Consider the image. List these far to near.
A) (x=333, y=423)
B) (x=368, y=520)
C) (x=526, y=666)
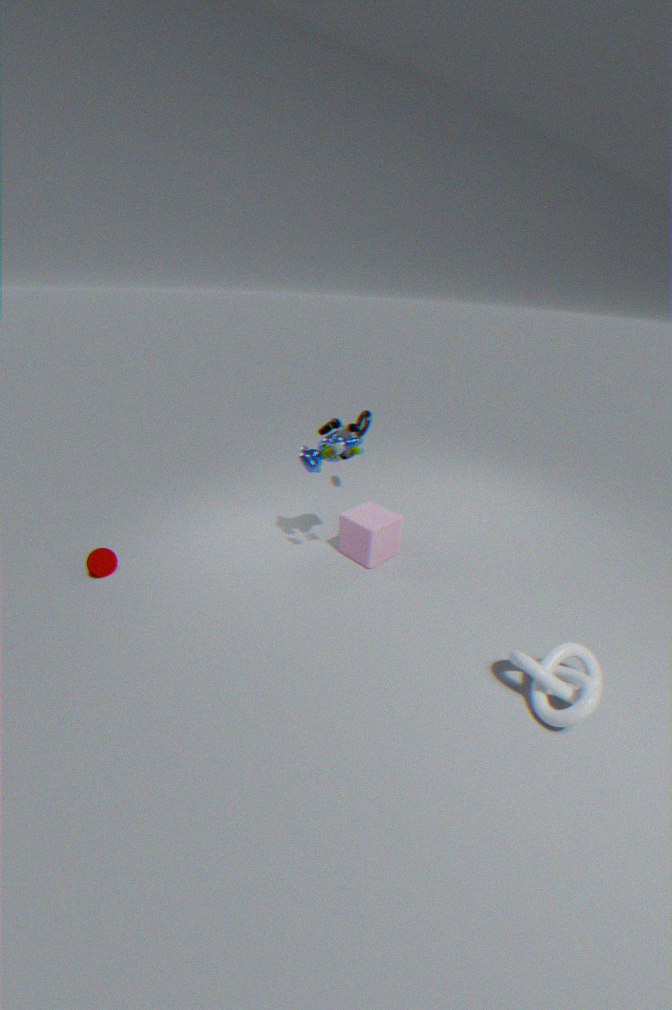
1. (x=368, y=520)
2. (x=333, y=423)
3. (x=526, y=666)
